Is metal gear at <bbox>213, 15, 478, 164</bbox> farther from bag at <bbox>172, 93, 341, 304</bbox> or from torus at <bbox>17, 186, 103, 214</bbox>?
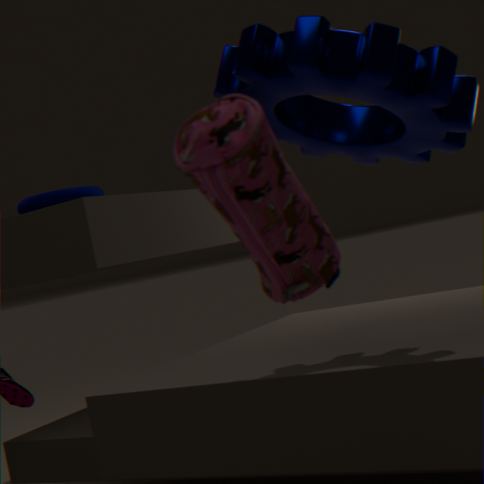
torus at <bbox>17, 186, 103, 214</bbox>
